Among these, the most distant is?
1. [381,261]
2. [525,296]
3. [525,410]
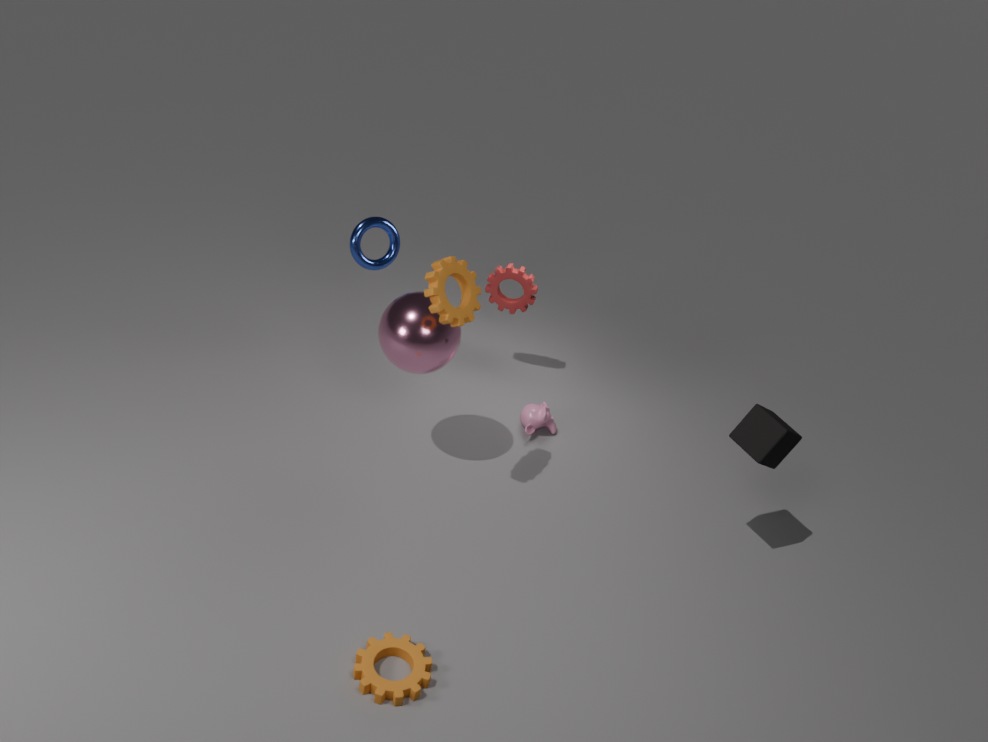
[525,296]
